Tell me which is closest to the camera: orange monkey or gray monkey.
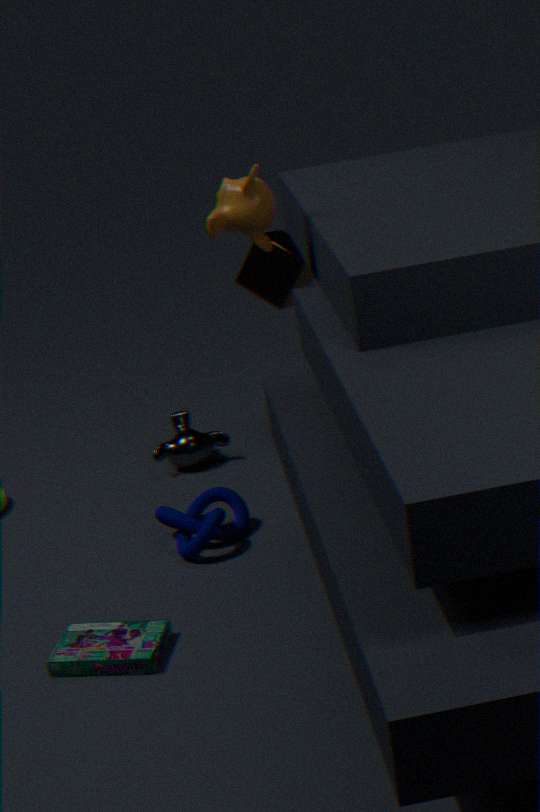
orange monkey
